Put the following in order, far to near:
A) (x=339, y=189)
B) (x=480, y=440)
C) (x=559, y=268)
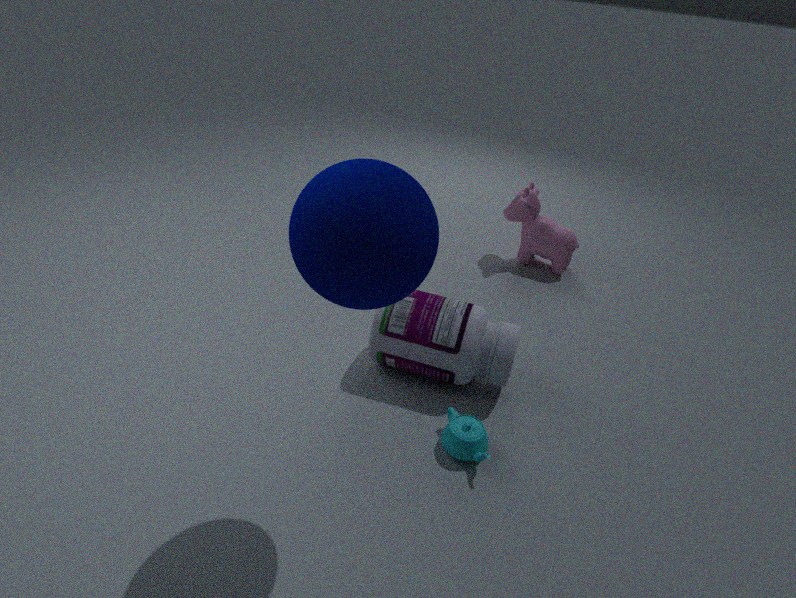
(x=559, y=268)
(x=480, y=440)
(x=339, y=189)
